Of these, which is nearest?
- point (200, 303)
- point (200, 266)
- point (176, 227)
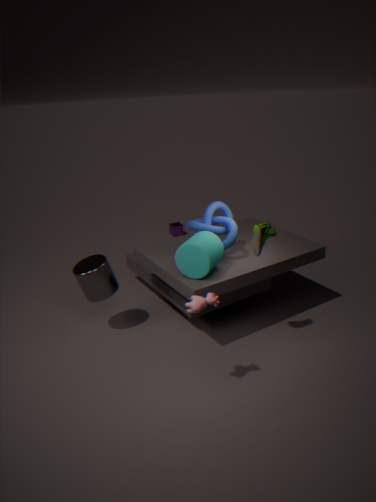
point (200, 303)
